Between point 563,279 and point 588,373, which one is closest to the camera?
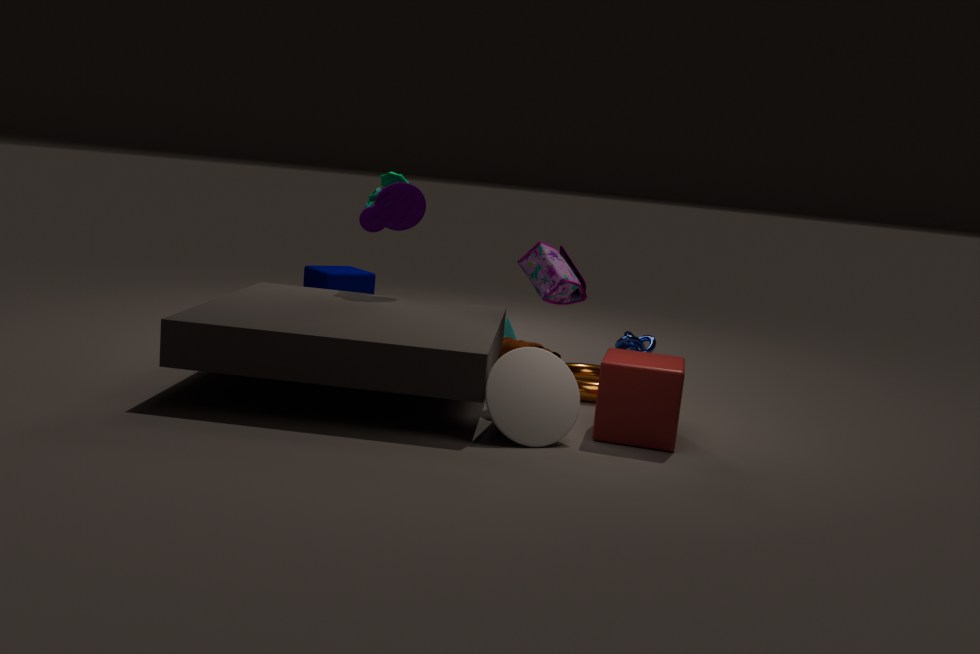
point 563,279
